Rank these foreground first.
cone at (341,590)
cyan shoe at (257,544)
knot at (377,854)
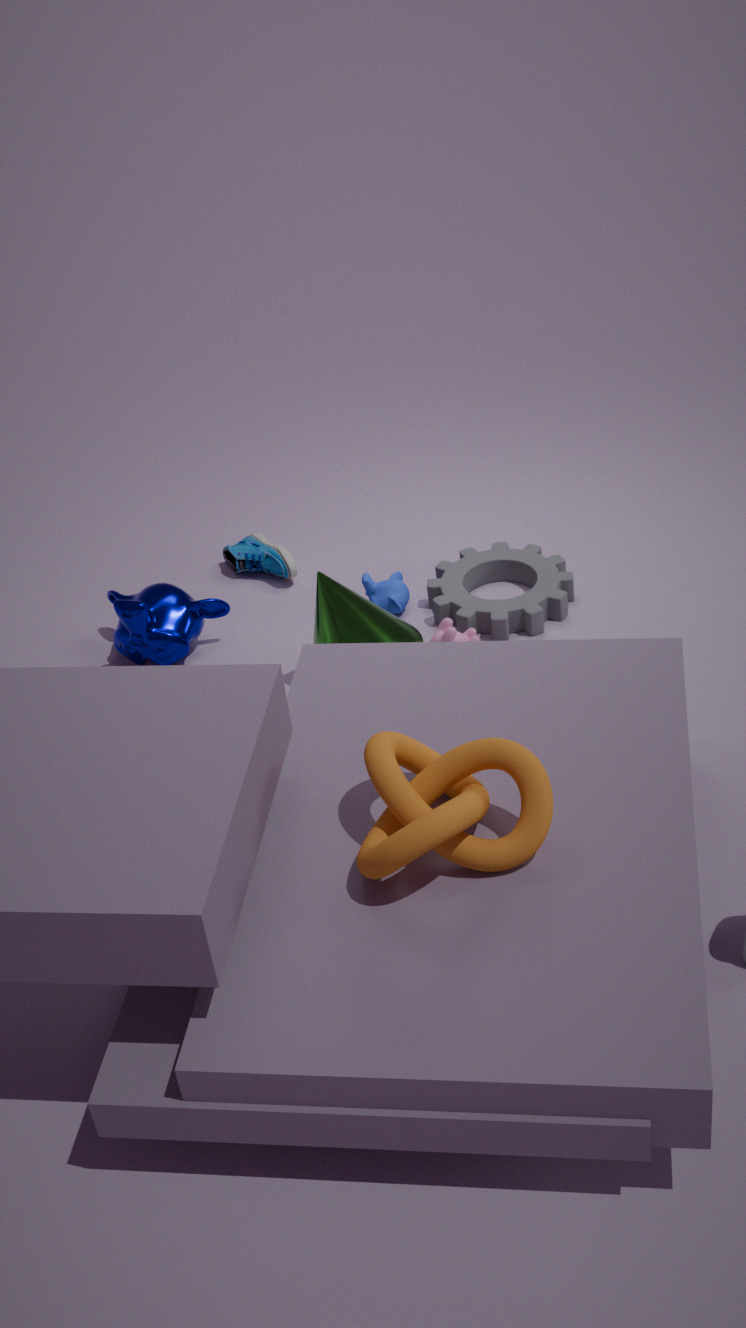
knot at (377,854) < cone at (341,590) < cyan shoe at (257,544)
